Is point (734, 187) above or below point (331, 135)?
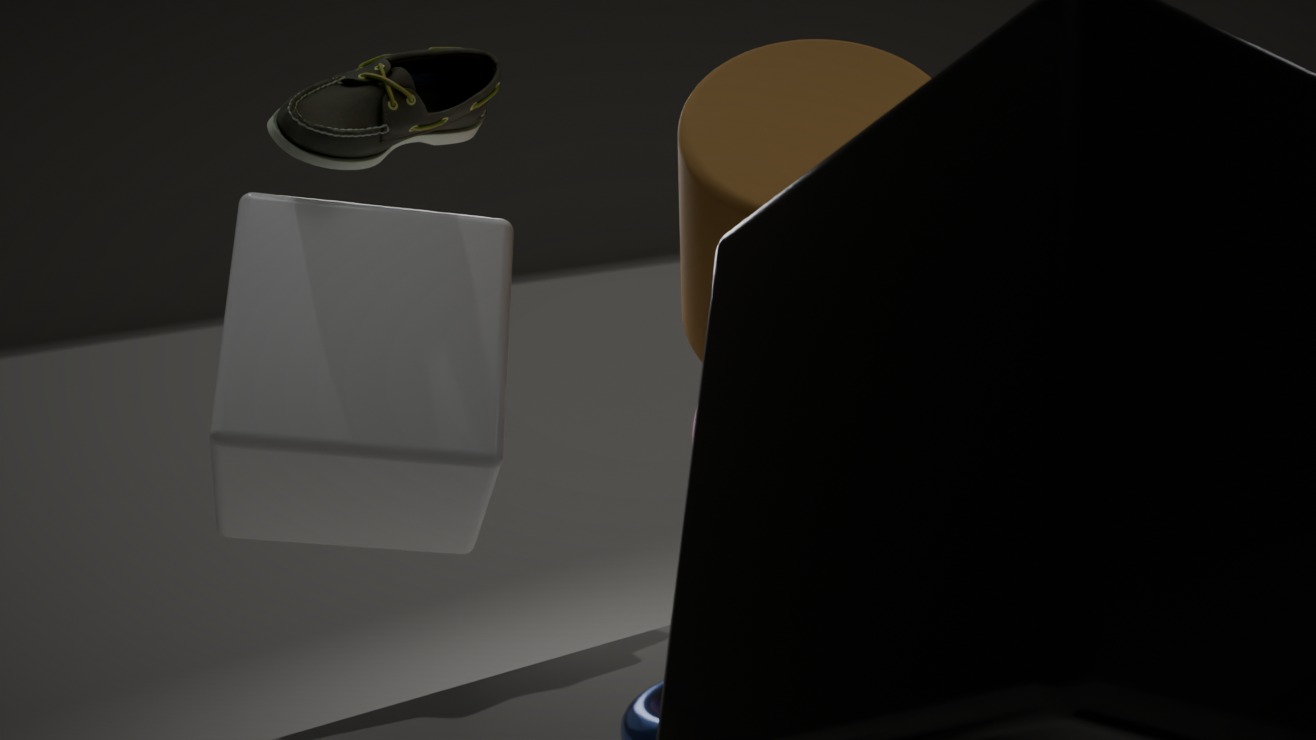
below
